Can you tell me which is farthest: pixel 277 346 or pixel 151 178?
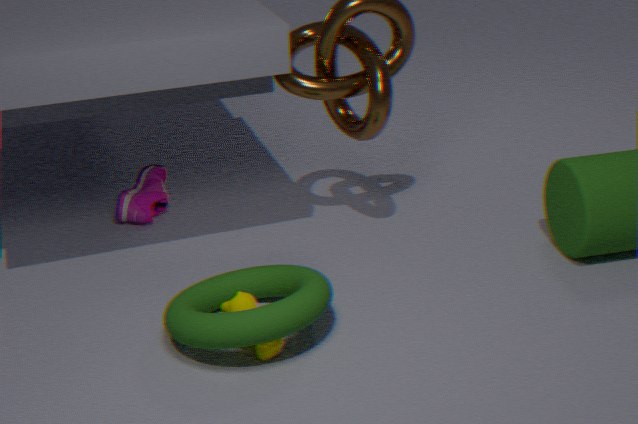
pixel 151 178
